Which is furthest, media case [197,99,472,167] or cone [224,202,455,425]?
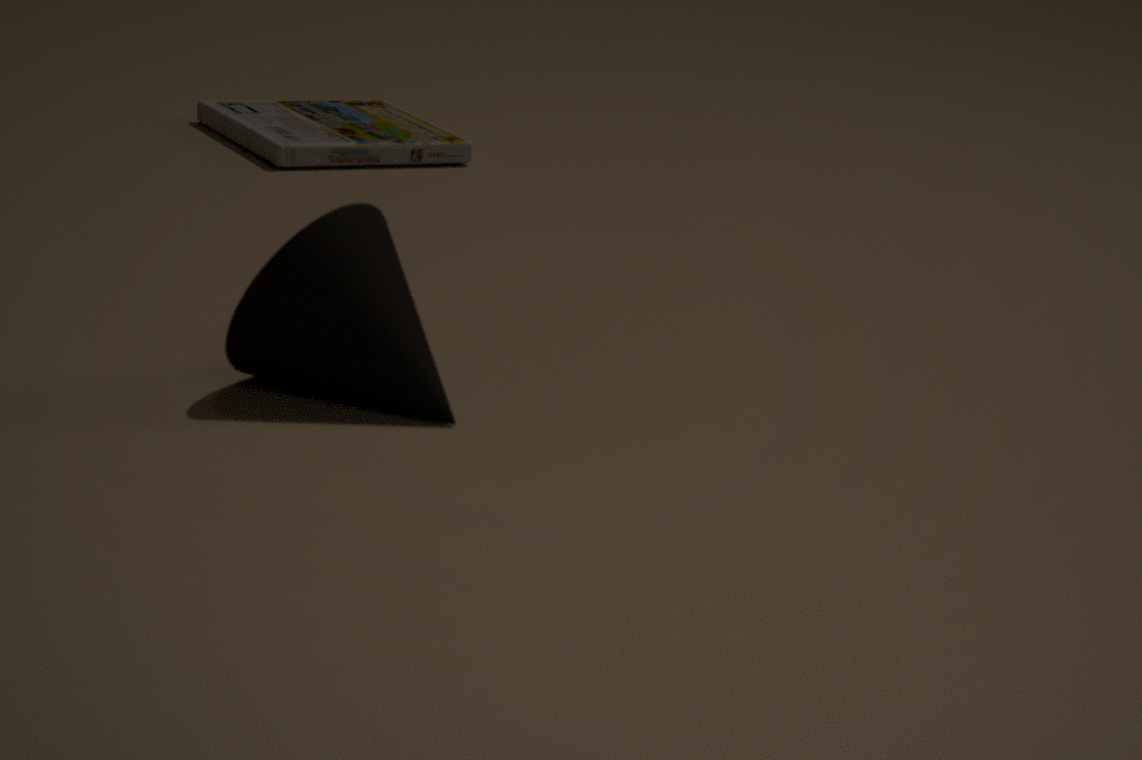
media case [197,99,472,167]
